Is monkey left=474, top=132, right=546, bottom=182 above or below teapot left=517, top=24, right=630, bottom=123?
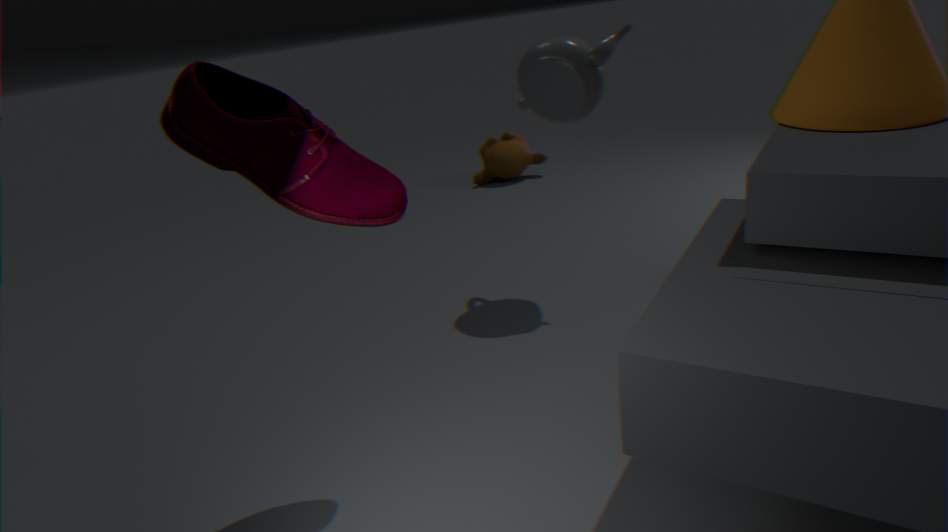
below
